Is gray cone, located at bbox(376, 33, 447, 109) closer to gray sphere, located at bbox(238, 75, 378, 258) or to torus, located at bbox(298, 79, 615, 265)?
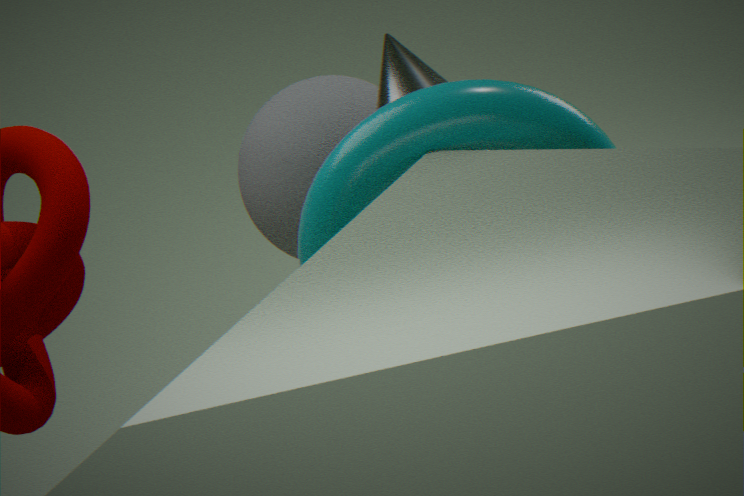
torus, located at bbox(298, 79, 615, 265)
